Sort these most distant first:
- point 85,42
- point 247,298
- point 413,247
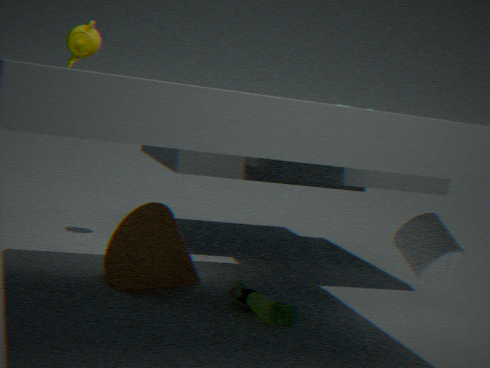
1. point 85,42
2. point 247,298
3. point 413,247
